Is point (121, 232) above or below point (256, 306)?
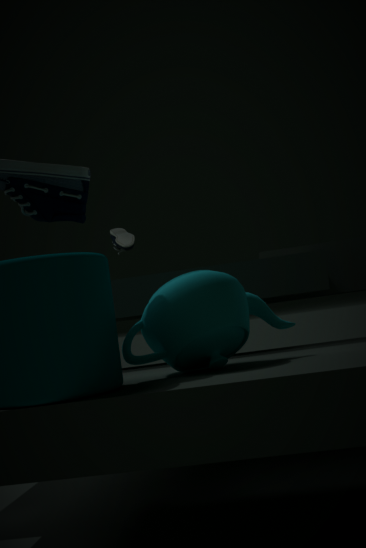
above
